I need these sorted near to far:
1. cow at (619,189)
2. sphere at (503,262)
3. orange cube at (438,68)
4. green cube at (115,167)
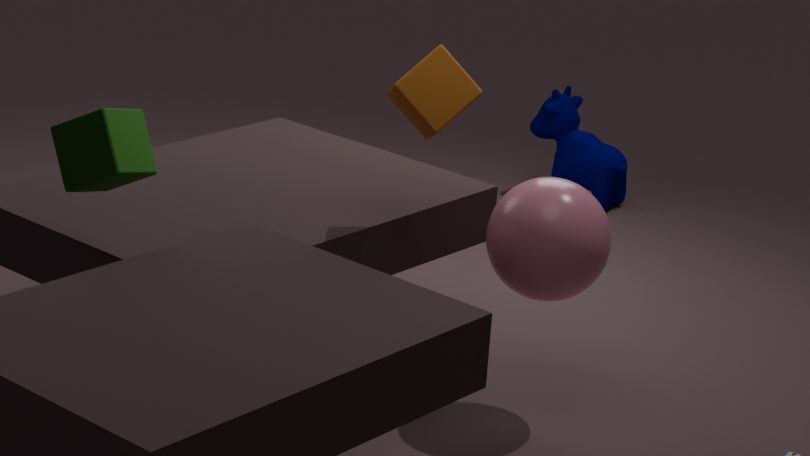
green cube at (115,167)
orange cube at (438,68)
sphere at (503,262)
cow at (619,189)
